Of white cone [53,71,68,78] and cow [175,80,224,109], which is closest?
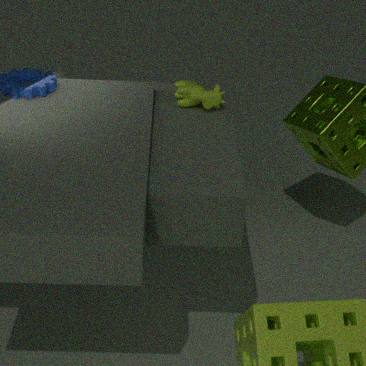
cow [175,80,224,109]
